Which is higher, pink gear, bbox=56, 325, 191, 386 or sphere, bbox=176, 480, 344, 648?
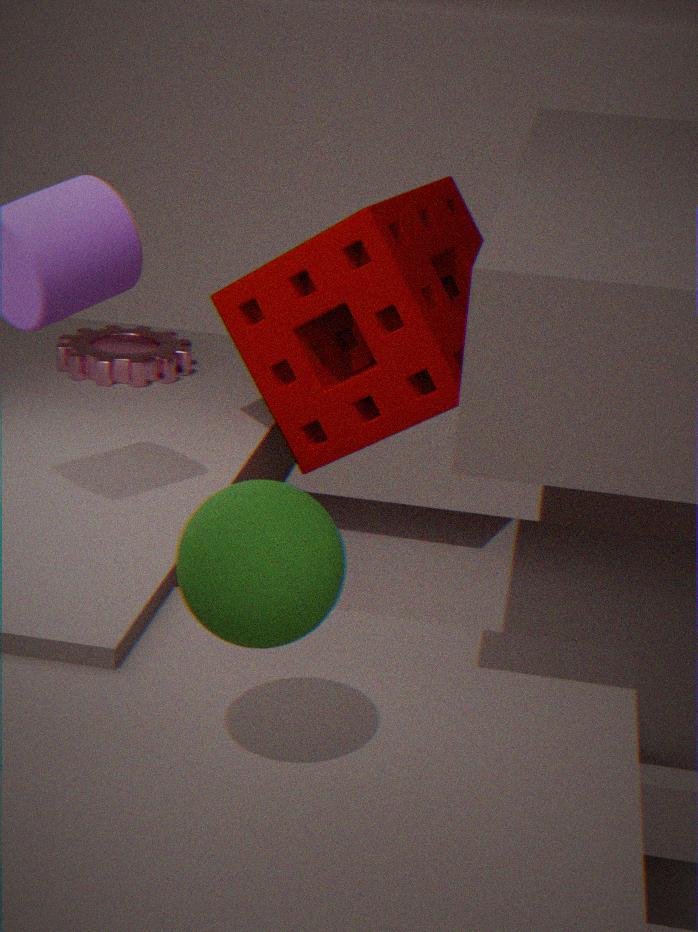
sphere, bbox=176, 480, 344, 648
